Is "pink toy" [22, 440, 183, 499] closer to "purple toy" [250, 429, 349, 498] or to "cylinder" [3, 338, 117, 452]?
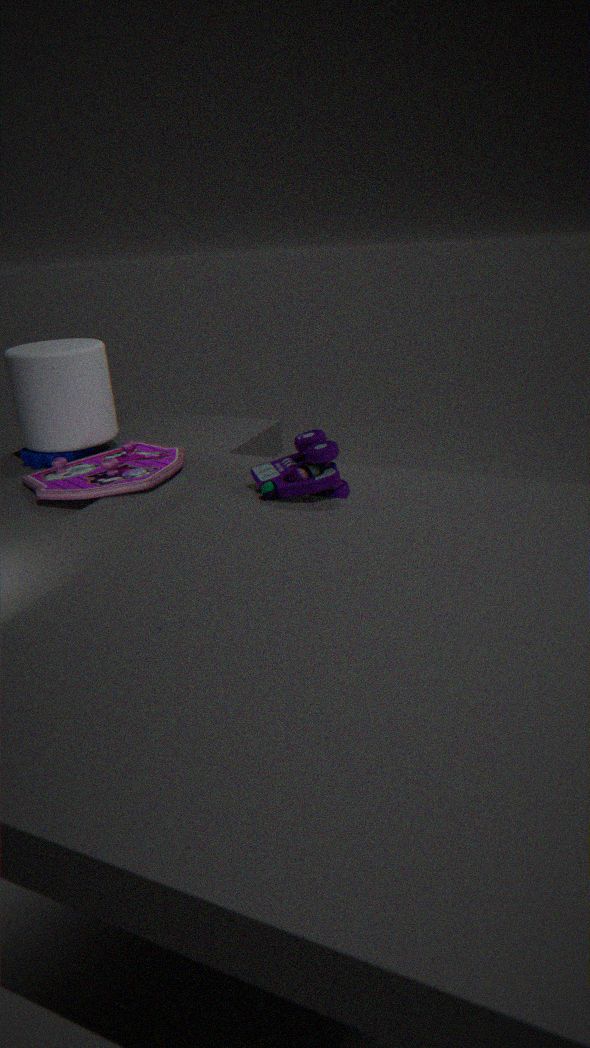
"cylinder" [3, 338, 117, 452]
